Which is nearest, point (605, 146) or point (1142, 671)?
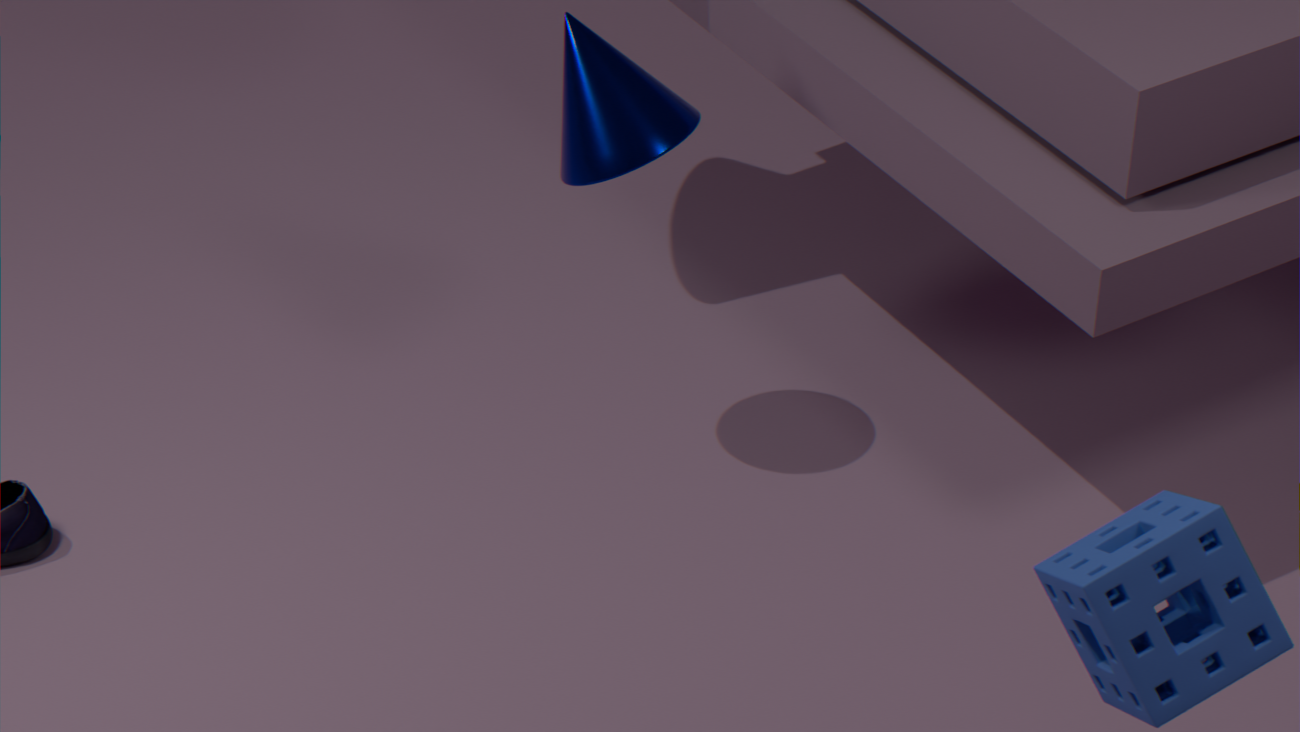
point (1142, 671)
